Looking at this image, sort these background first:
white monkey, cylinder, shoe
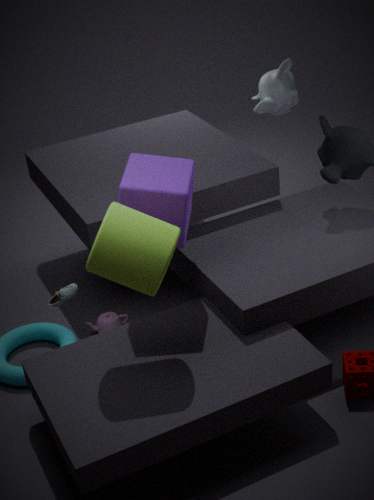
1. white monkey
2. shoe
3. cylinder
